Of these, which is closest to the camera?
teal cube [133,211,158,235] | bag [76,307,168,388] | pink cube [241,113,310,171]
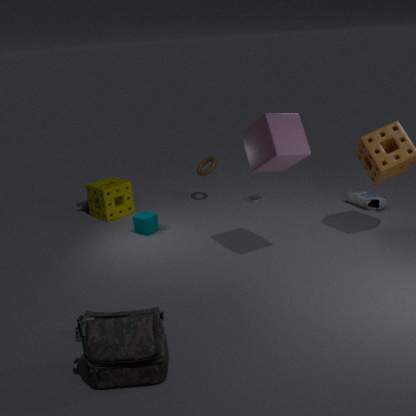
bag [76,307,168,388]
